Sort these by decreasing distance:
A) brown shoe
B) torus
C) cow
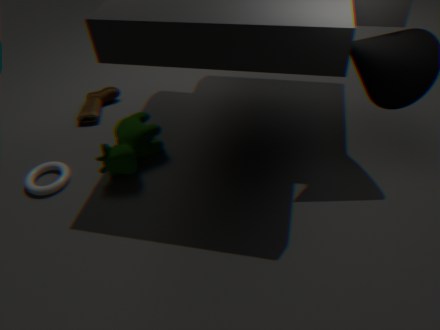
brown shoe
torus
cow
